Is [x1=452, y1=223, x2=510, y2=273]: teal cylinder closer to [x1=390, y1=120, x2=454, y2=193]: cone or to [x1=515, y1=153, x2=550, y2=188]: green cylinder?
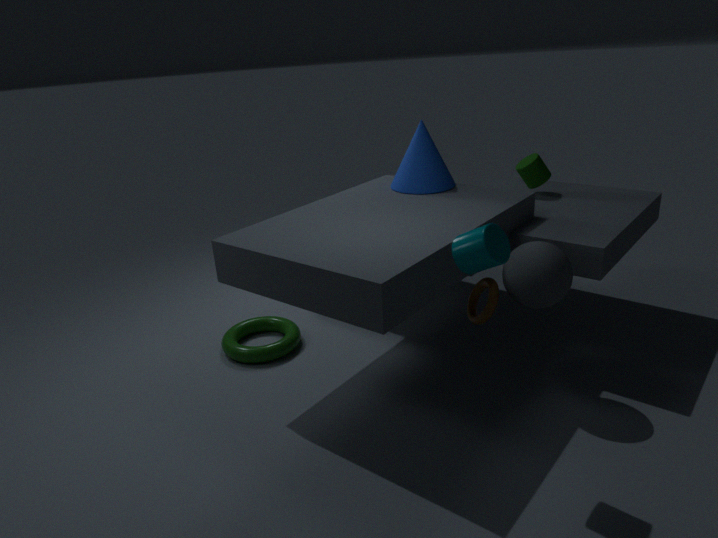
[x1=390, y1=120, x2=454, y2=193]: cone
